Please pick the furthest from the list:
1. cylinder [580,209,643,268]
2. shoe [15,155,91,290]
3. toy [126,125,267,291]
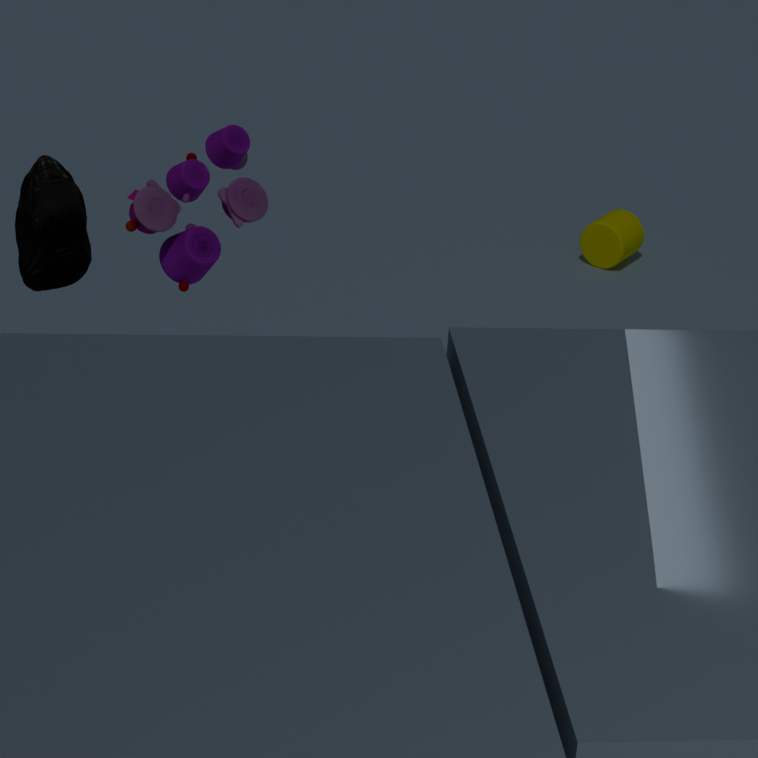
cylinder [580,209,643,268]
